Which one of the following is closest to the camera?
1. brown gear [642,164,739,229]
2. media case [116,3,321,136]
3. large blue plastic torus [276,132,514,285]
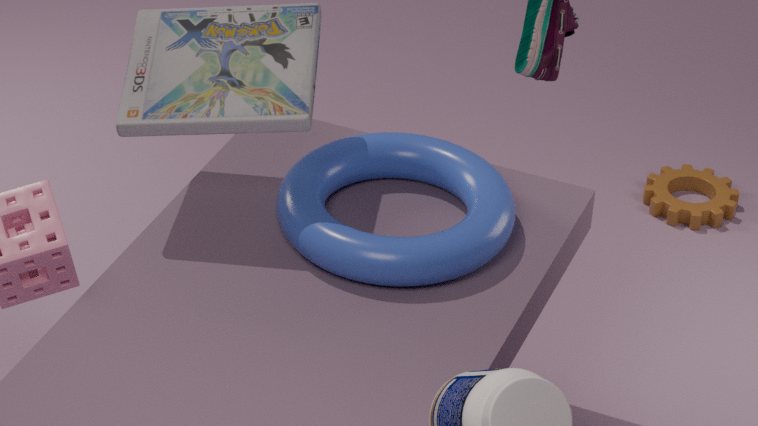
large blue plastic torus [276,132,514,285]
